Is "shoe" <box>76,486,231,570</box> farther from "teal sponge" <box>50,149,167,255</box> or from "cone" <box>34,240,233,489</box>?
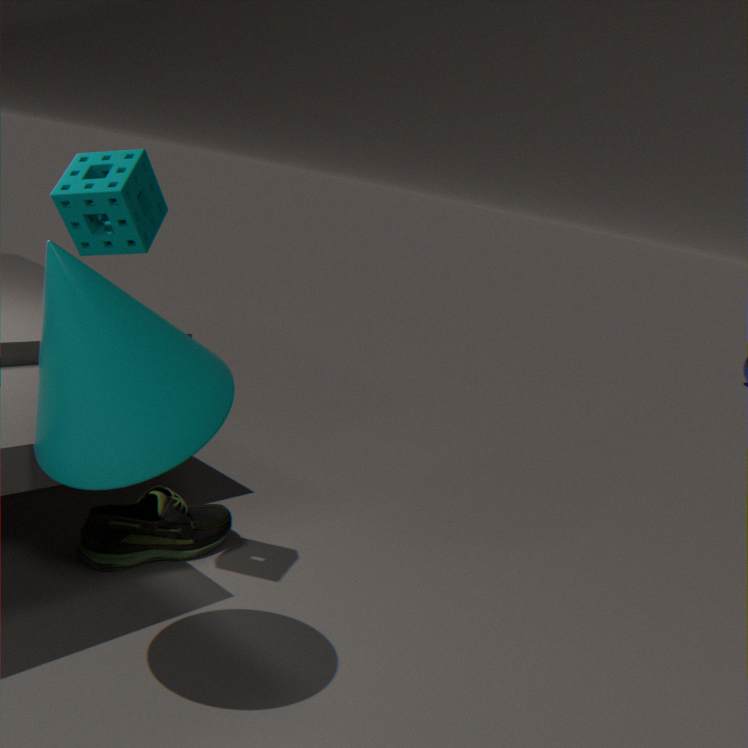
"teal sponge" <box>50,149,167,255</box>
